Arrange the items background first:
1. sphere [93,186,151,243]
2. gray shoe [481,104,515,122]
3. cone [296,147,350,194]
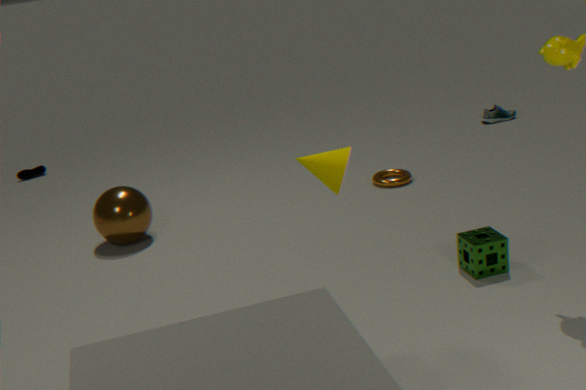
gray shoe [481,104,515,122] → sphere [93,186,151,243] → cone [296,147,350,194]
